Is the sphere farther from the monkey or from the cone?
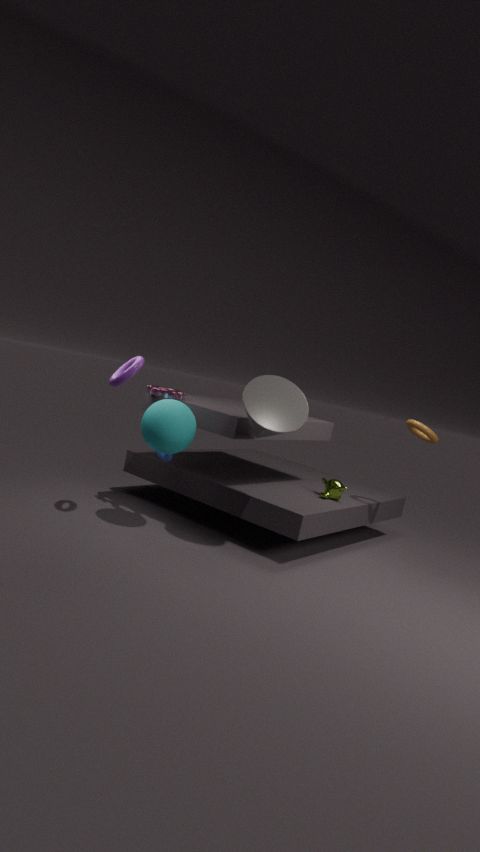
the monkey
